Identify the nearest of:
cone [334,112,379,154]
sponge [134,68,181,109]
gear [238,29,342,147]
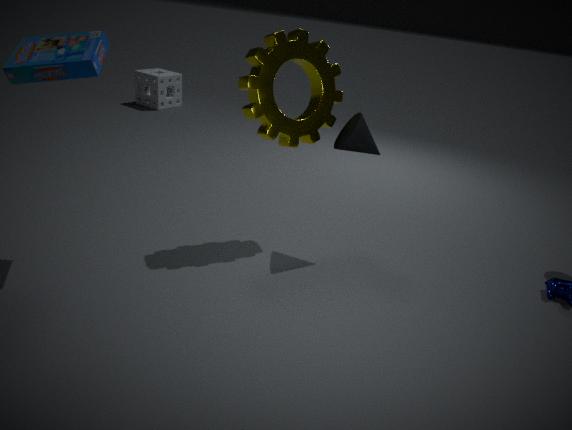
gear [238,29,342,147]
